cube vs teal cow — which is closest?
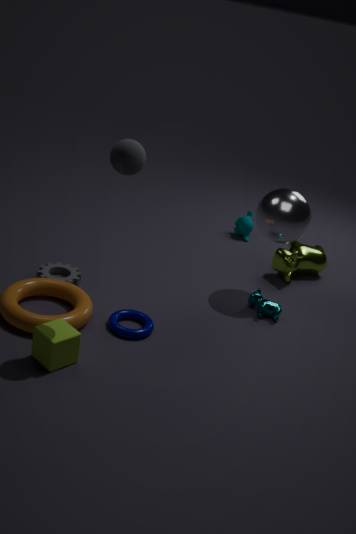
cube
